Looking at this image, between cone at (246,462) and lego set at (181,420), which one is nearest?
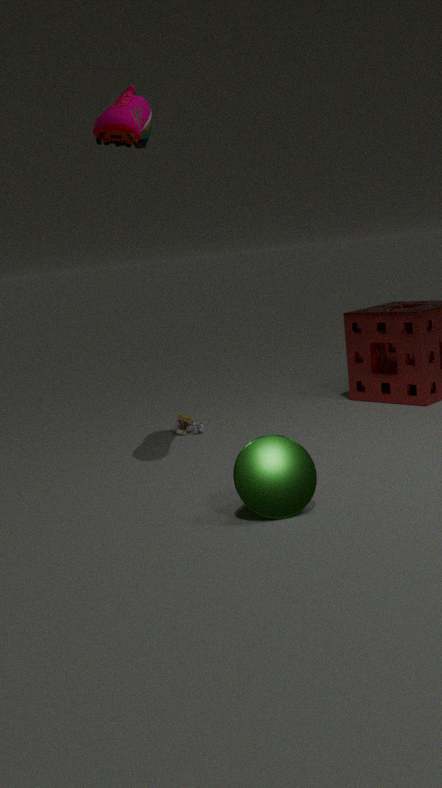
cone at (246,462)
